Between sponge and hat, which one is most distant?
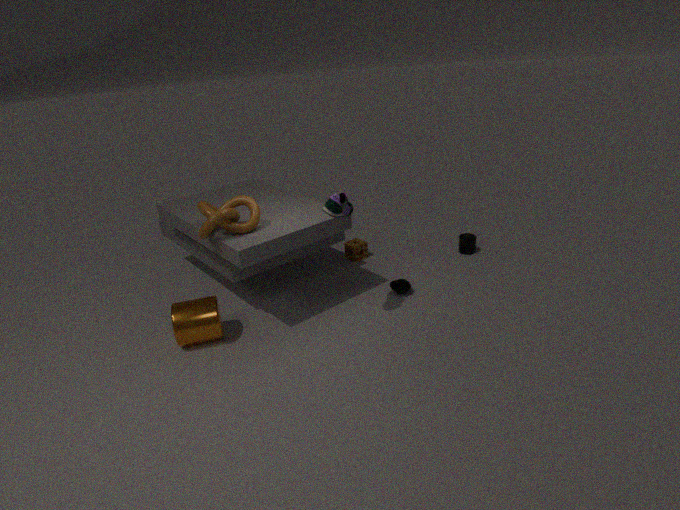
sponge
